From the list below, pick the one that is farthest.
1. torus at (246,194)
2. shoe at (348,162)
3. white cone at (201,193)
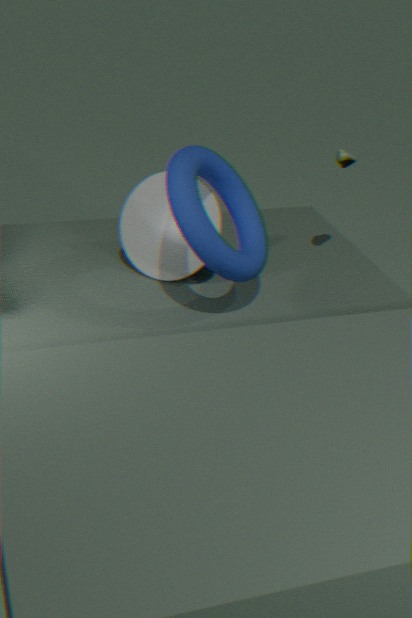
shoe at (348,162)
